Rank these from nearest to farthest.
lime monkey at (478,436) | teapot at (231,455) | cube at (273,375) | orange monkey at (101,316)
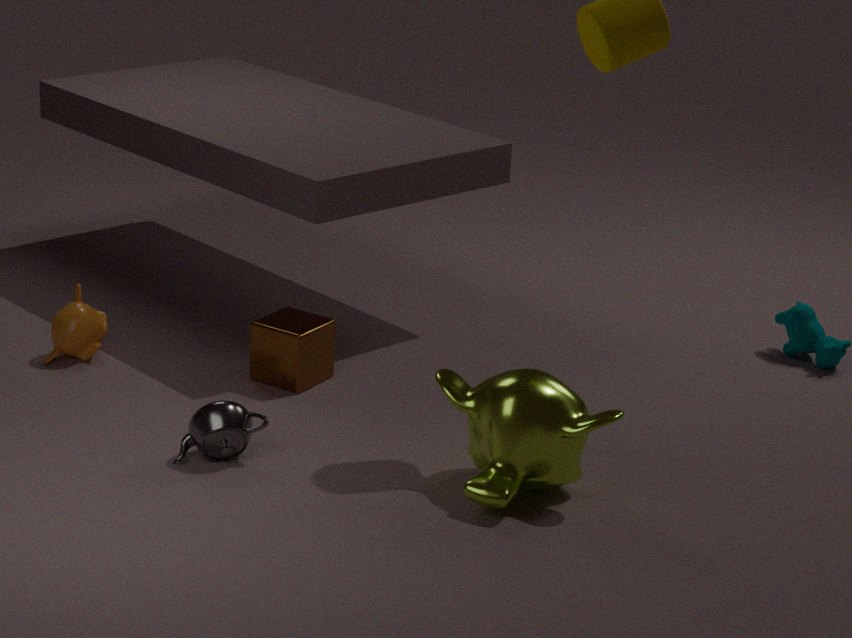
1. lime monkey at (478,436)
2. teapot at (231,455)
3. cube at (273,375)
4. orange monkey at (101,316)
